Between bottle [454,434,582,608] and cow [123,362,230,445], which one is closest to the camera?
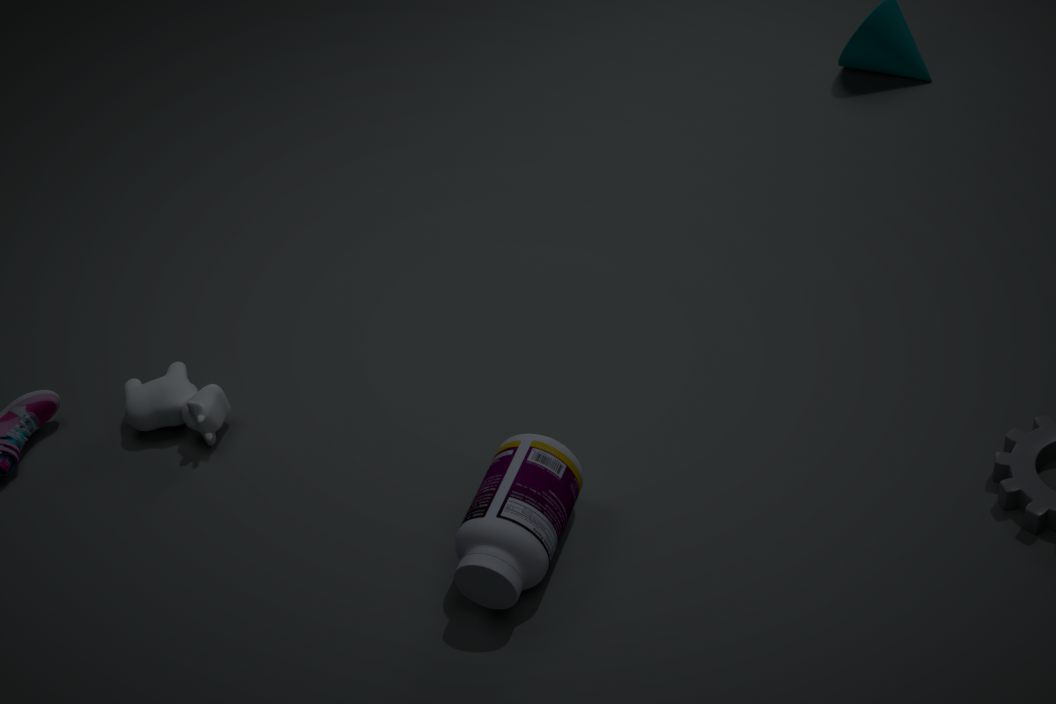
bottle [454,434,582,608]
